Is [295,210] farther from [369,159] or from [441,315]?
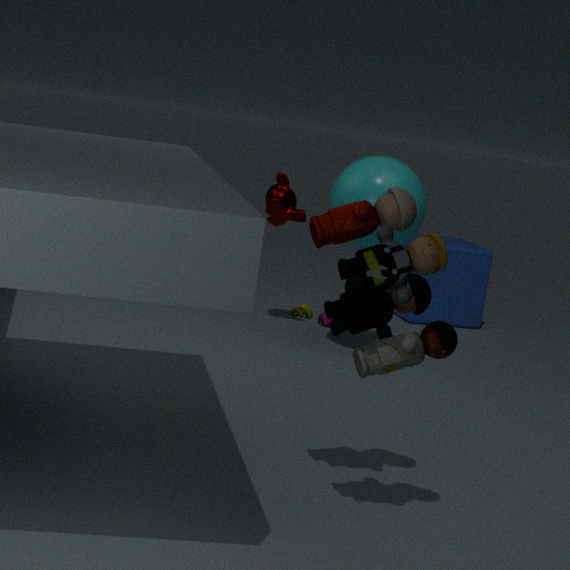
[441,315]
